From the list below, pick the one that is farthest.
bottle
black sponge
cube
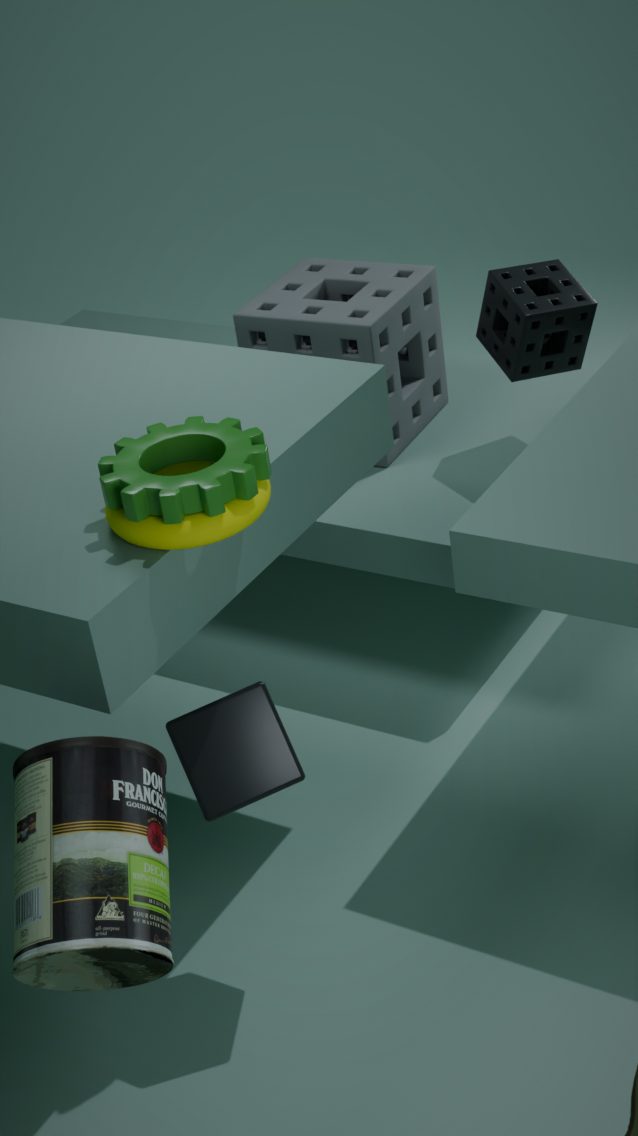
black sponge
